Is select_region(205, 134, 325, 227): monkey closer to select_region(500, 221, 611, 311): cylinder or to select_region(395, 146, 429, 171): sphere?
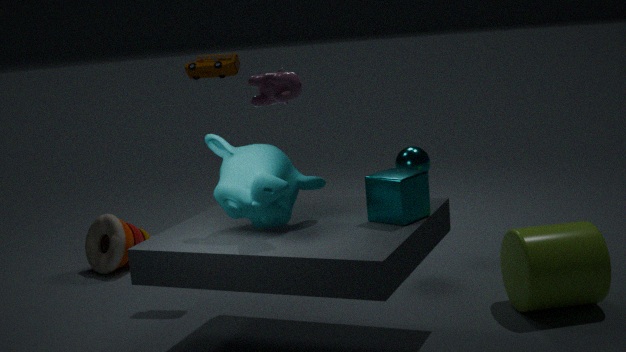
select_region(500, 221, 611, 311): cylinder
